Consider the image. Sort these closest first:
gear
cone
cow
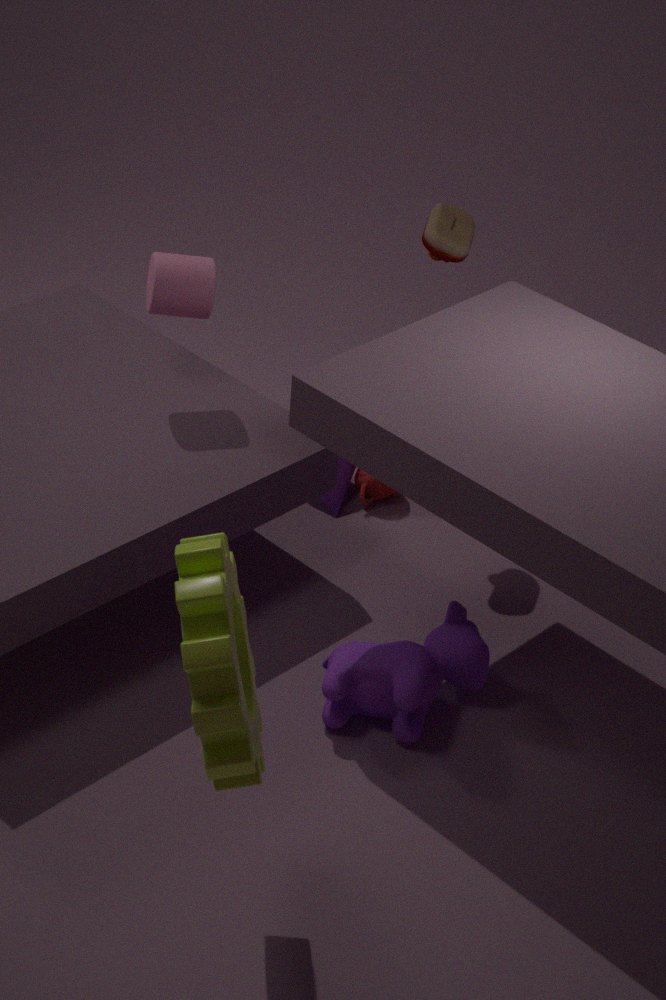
gear
cow
cone
